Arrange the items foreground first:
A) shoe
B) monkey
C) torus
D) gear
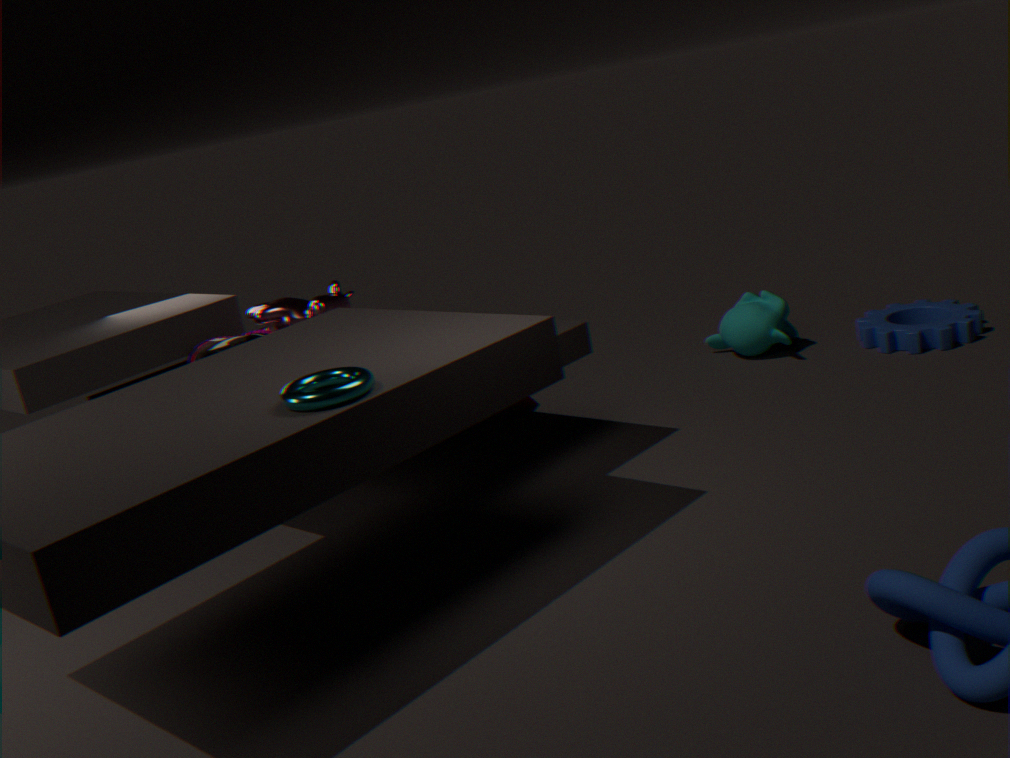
torus → shoe → gear → monkey
